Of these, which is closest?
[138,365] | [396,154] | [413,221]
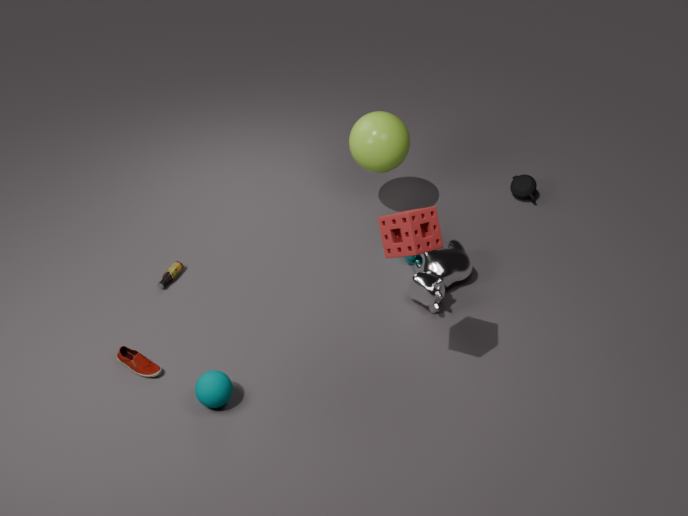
[413,221]
